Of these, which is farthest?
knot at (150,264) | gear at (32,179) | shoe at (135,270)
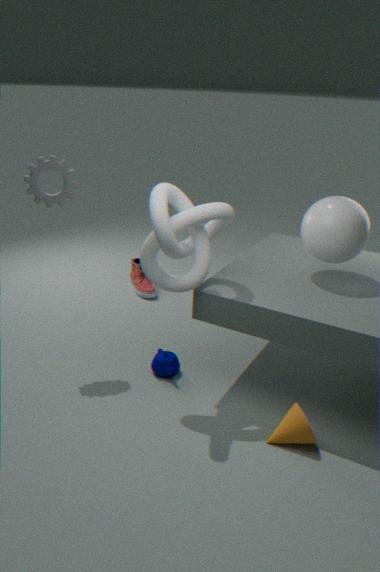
shoe at (135,270)
